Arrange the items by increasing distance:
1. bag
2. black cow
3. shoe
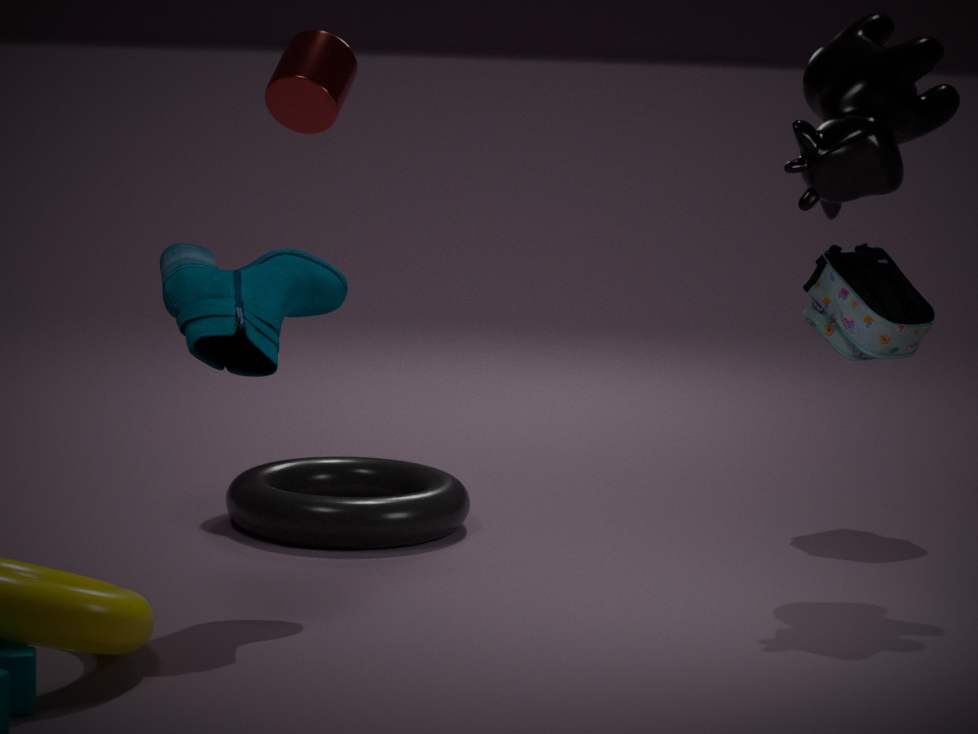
shoe → black cow → bag
